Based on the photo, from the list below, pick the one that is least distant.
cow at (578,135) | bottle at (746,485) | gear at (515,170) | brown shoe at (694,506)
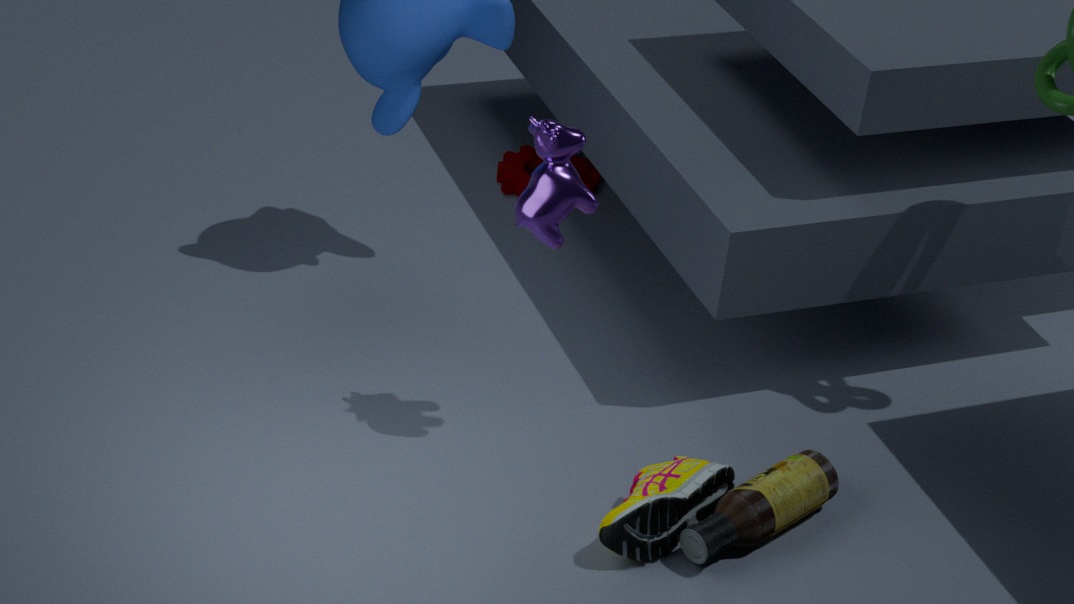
brown shoe at (694,506)
